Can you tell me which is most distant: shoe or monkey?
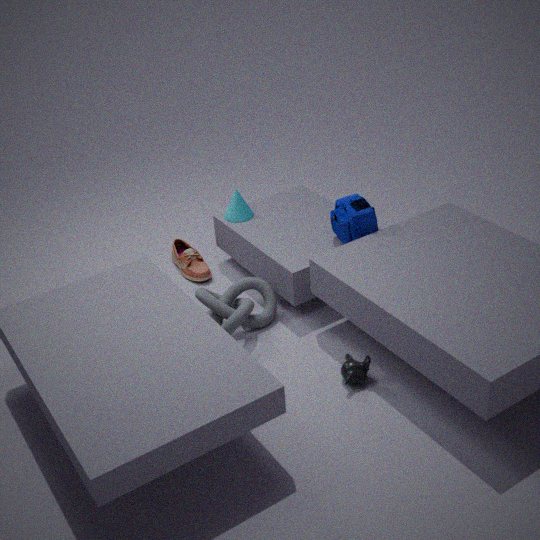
shoe
